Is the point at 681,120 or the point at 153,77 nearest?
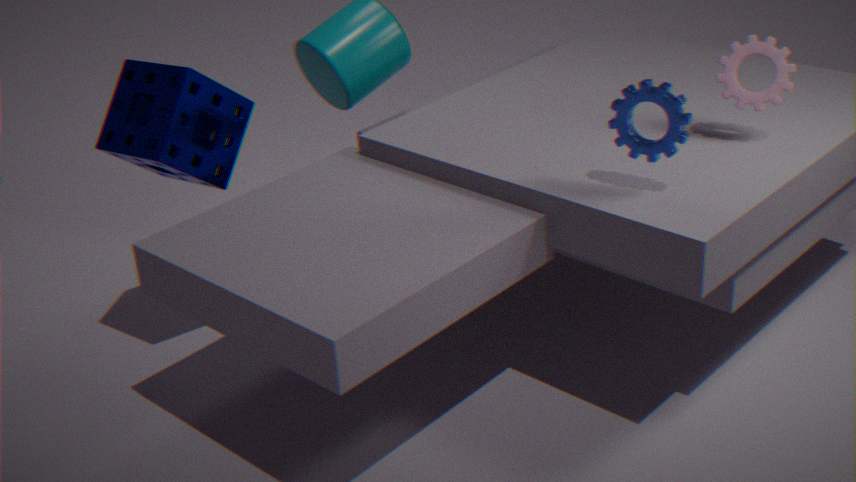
the point at 681,120
